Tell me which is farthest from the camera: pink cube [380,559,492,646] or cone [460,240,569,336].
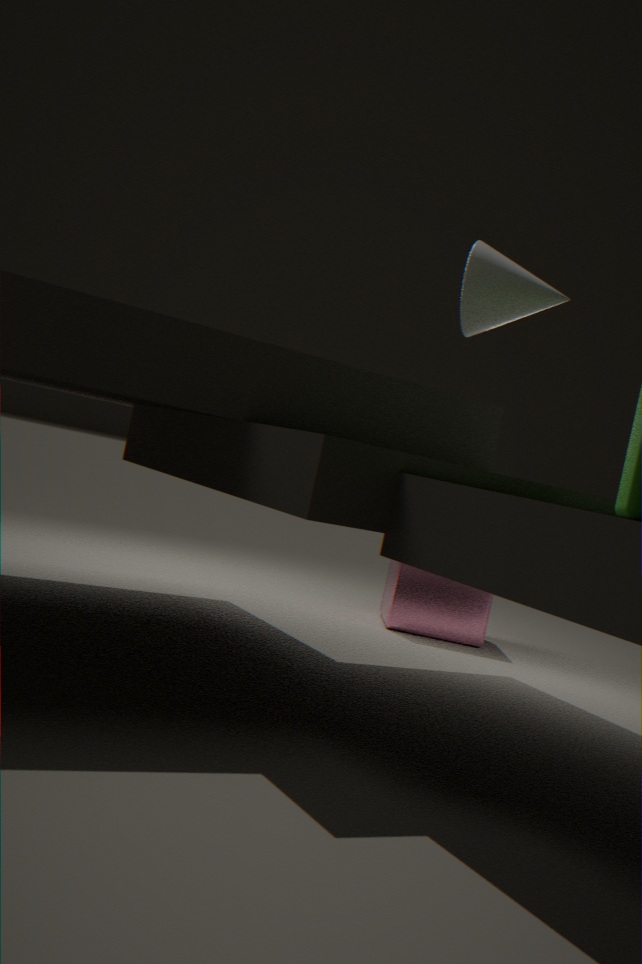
pink cube [380,559,492,646]
